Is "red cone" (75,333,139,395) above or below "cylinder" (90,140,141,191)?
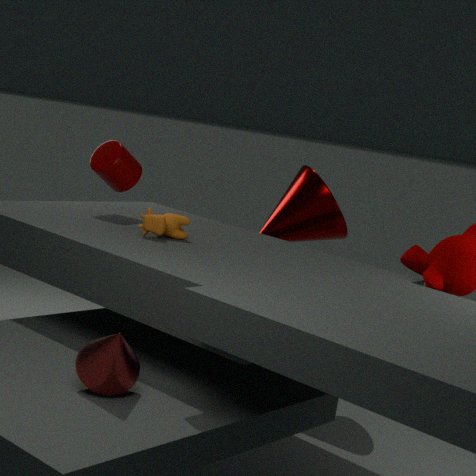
below
